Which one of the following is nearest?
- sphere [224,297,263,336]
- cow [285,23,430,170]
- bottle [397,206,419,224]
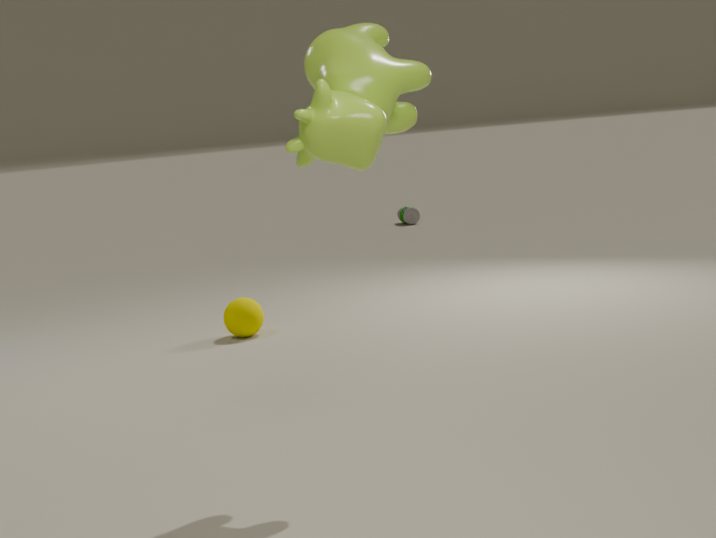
cow [285,23,430,170]
